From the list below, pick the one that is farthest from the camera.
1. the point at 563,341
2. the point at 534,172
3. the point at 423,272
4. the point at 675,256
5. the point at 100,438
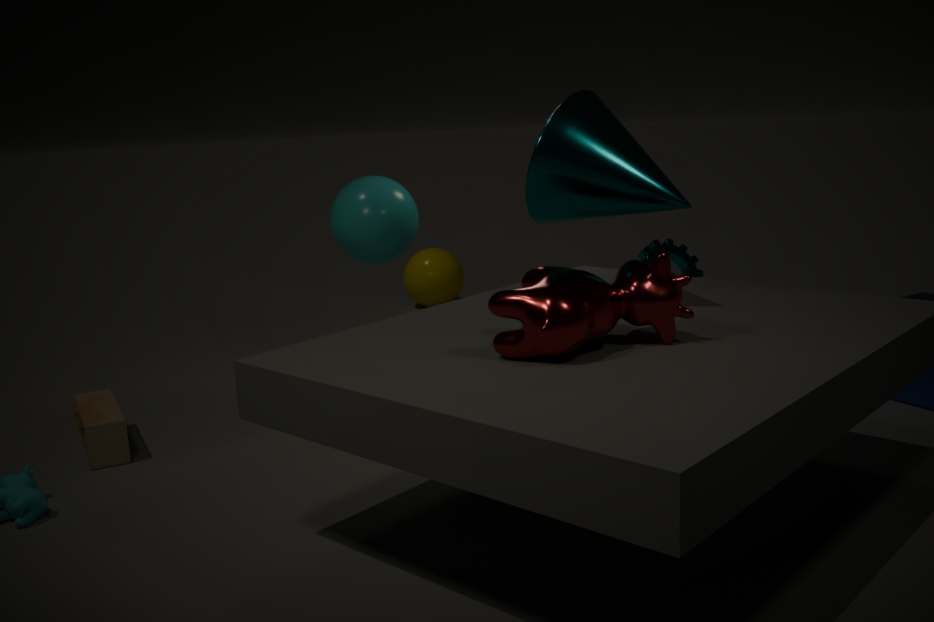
the point at 423,272
